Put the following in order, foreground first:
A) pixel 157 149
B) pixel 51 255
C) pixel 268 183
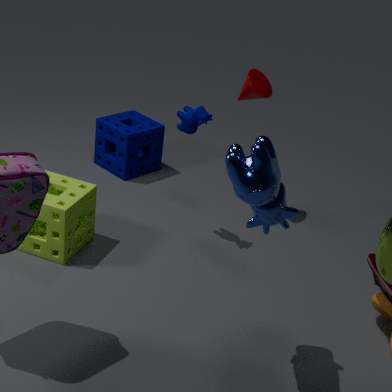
pixel 268 183
pixel 51 255
pixel 157 149
